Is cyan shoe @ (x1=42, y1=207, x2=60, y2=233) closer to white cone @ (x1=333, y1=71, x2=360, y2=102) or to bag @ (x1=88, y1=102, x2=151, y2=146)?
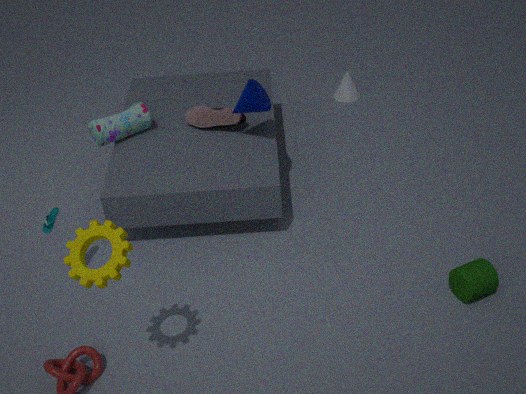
bag @ (x1=88, y1=102, x2=151, y2=146)
